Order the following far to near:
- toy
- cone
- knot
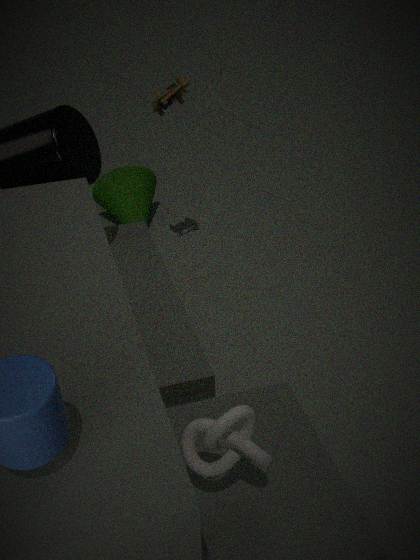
cone, toy, knot
